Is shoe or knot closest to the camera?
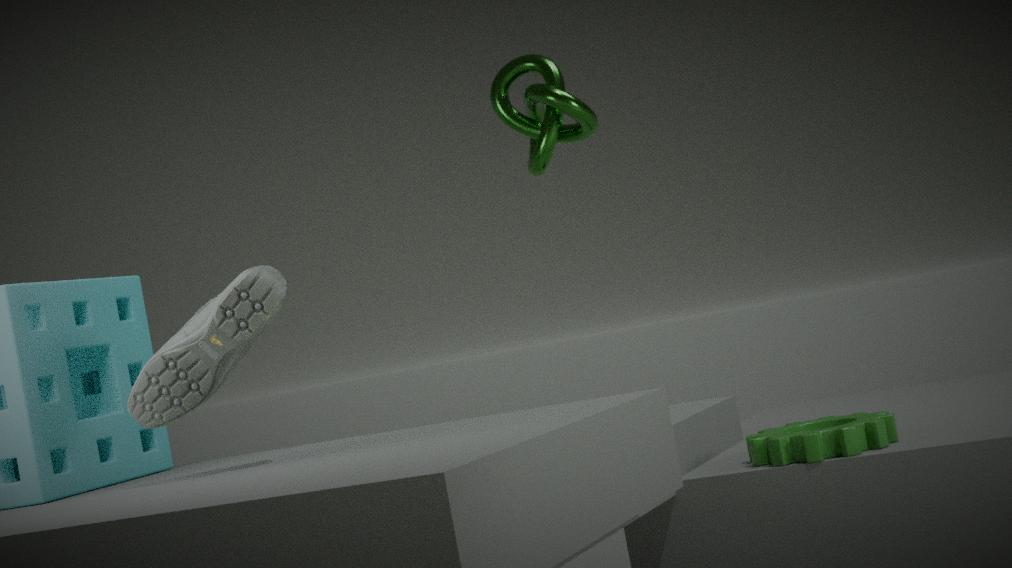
shoe
